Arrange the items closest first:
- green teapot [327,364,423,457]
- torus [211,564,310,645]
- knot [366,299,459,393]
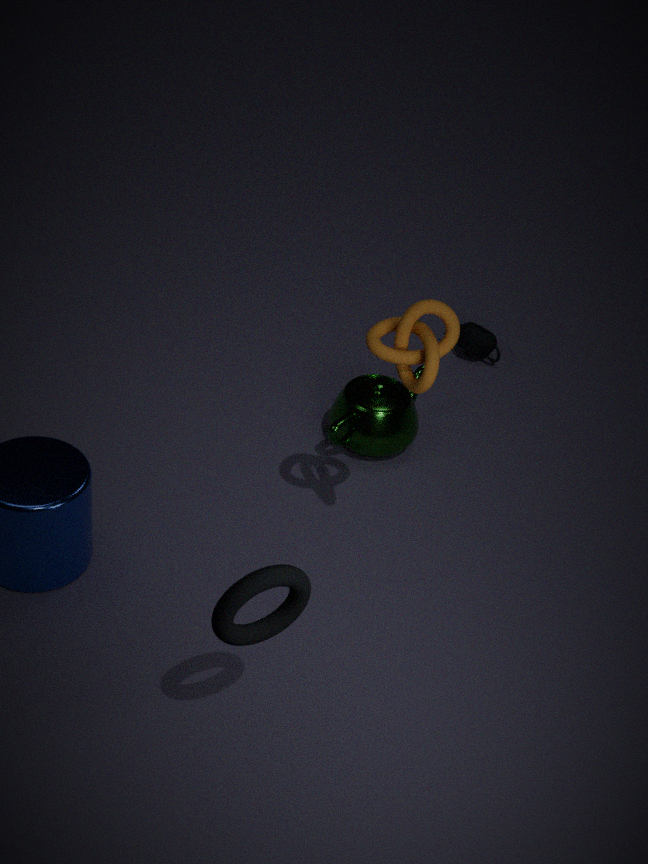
torus [211,564,310,645], knot [366,299,459,393], green teapot [327,364,423,457]
